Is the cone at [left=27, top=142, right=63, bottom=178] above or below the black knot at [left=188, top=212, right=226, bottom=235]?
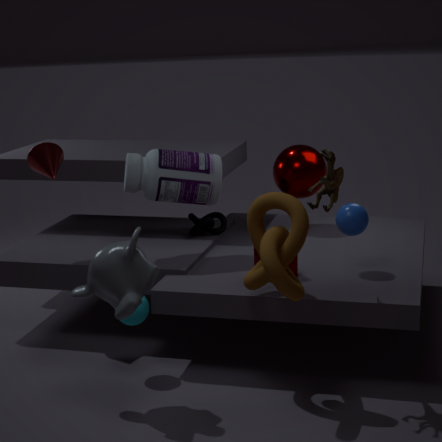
above
